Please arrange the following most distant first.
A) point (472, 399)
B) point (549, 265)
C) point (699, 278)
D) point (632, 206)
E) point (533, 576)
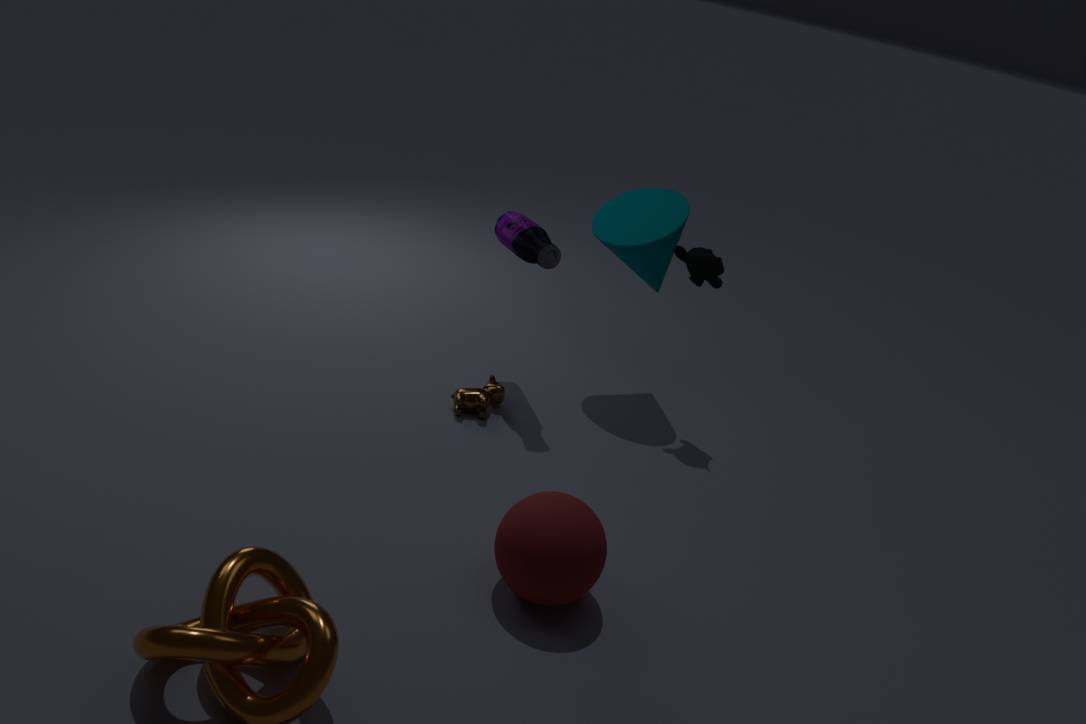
point (632, 206) < point (699, 278) < point (472, 399) < point (549, 265) < point (533, 576)
